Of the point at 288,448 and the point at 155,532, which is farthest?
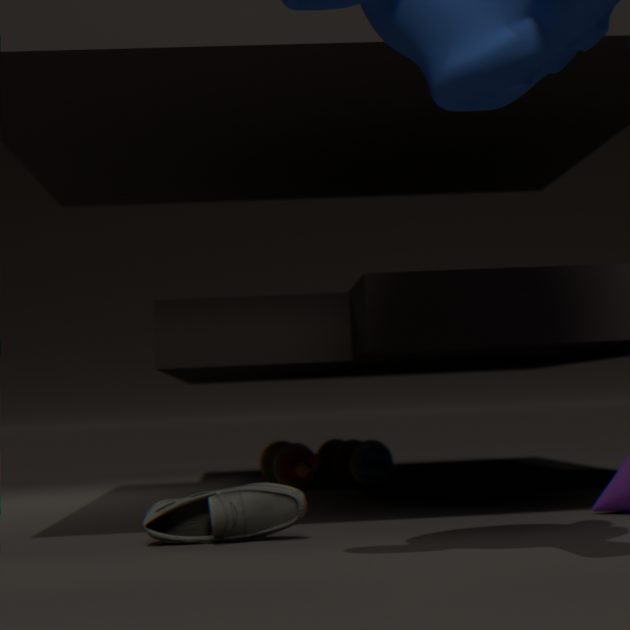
the point at 288,448
